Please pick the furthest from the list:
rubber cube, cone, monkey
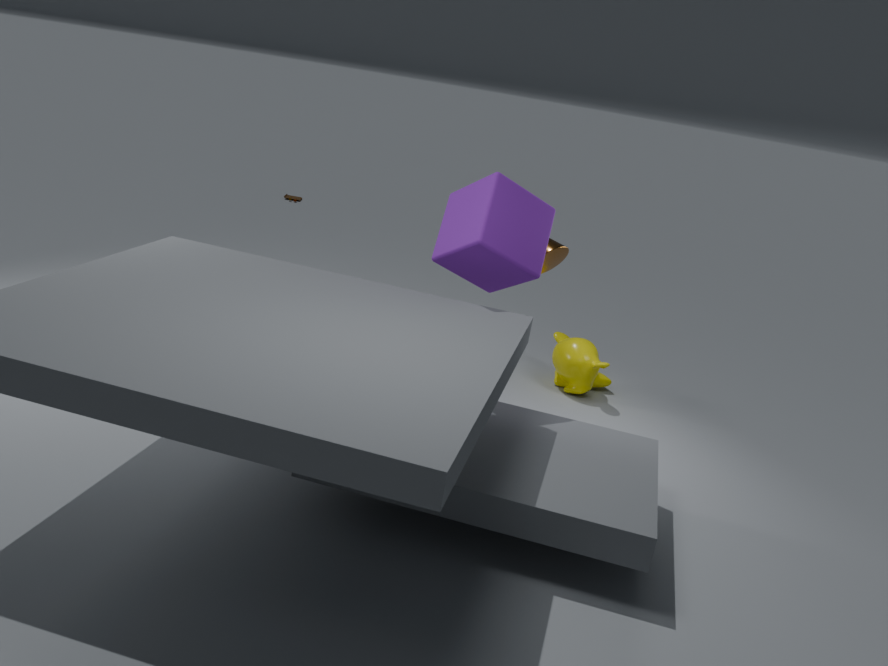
monkey
